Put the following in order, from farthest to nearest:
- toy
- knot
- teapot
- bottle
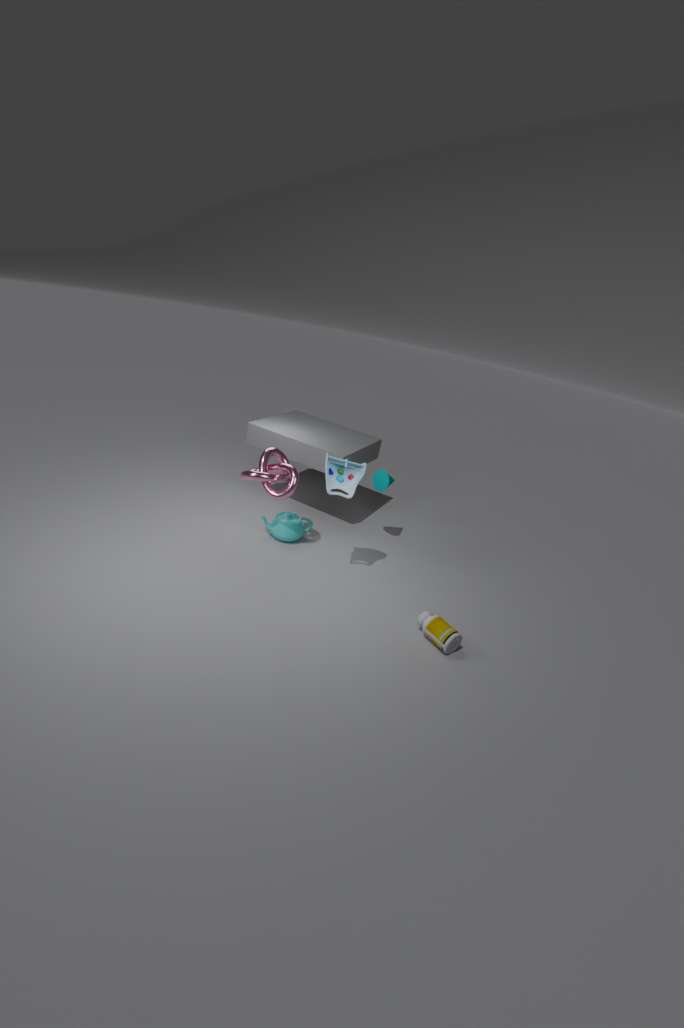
teapot < knot < toy < bottle
